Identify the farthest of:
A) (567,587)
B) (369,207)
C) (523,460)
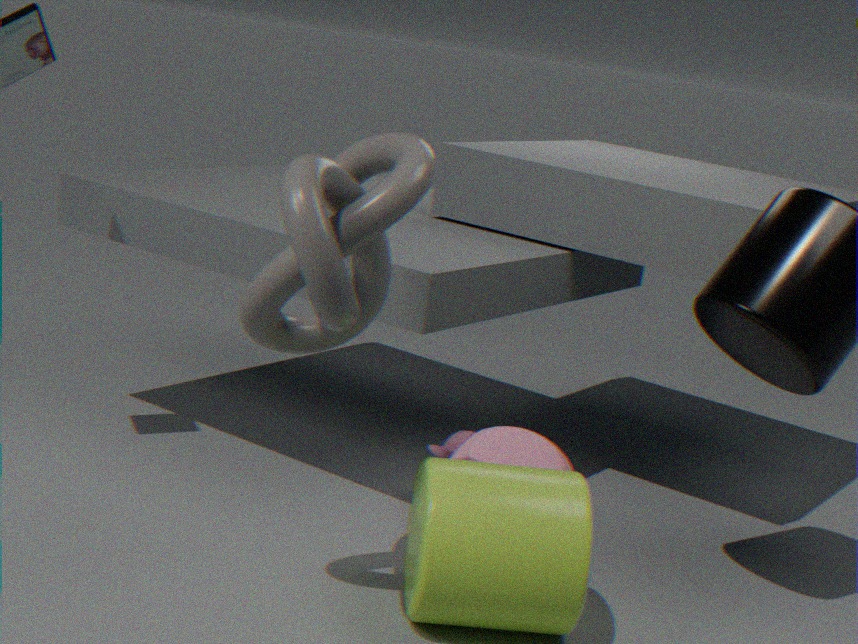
(523,460)
